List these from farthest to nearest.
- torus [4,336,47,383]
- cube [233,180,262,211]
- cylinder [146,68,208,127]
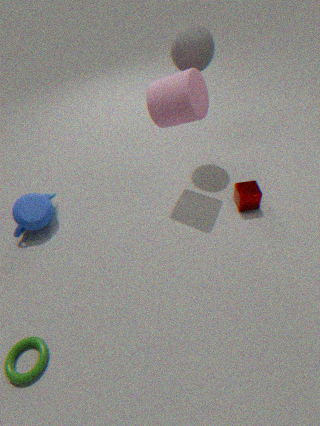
1. cube [233,180,262,211]
2. cylinder [146,68,208,127]
3. torus [4,336,47,383]
